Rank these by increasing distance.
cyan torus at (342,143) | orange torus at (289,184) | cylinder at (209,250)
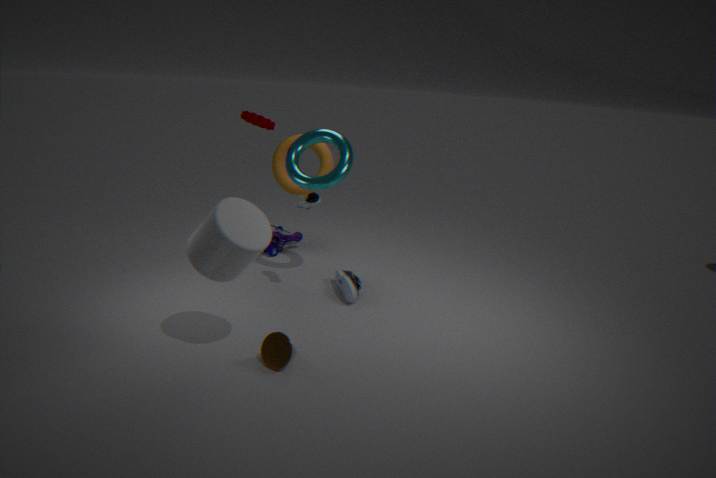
cylinder at (209,250) → cyan torus at (342,143) → orange torus at (289,184)
